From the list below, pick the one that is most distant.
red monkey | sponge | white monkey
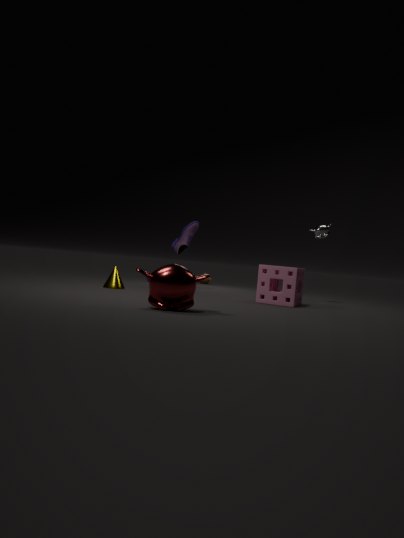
white monkey
